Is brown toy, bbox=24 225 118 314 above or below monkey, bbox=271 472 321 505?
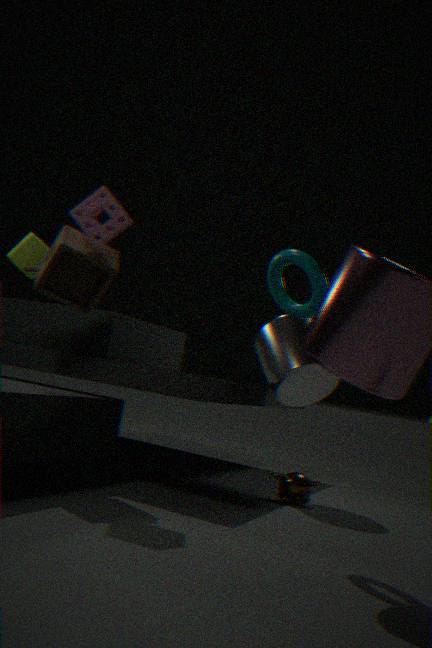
above
